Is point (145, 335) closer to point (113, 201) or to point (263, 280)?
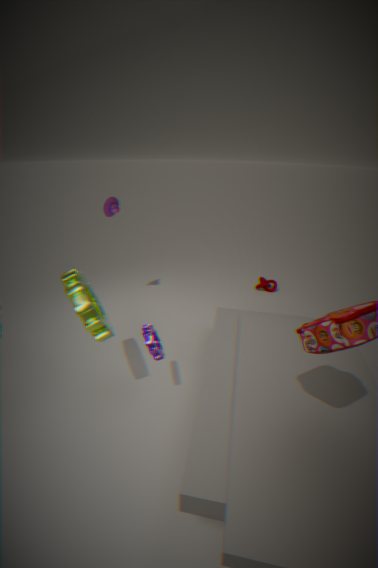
point (113, 201)
